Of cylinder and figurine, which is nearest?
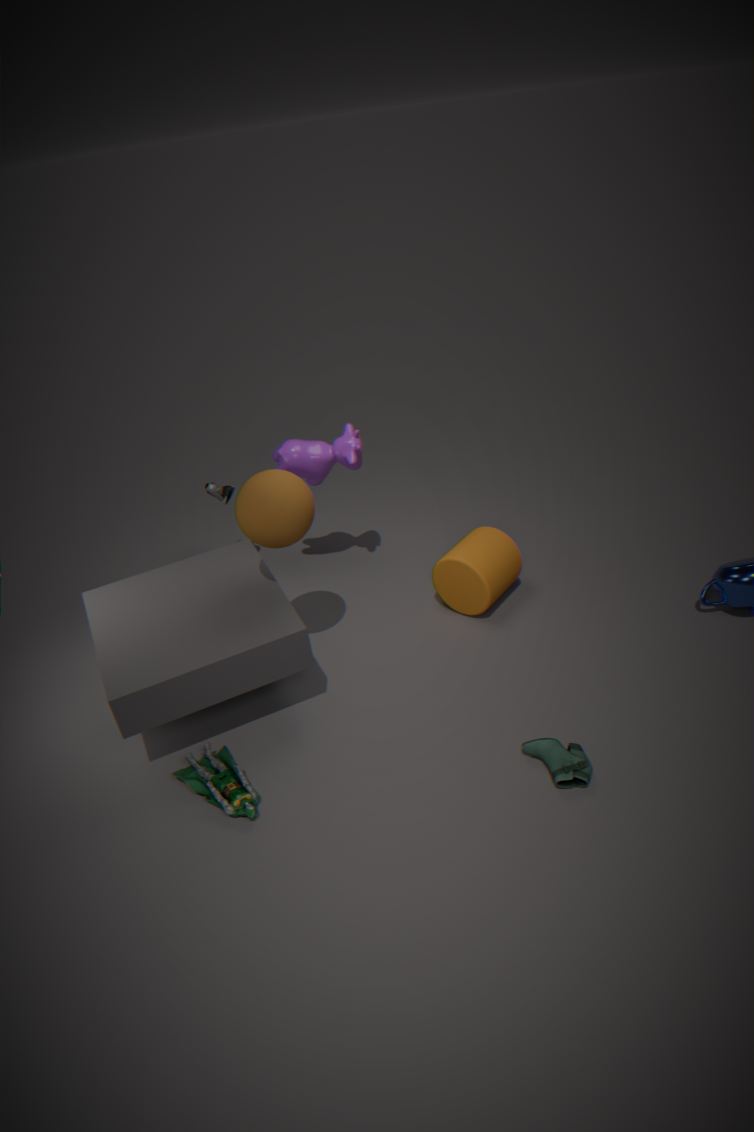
figurine
